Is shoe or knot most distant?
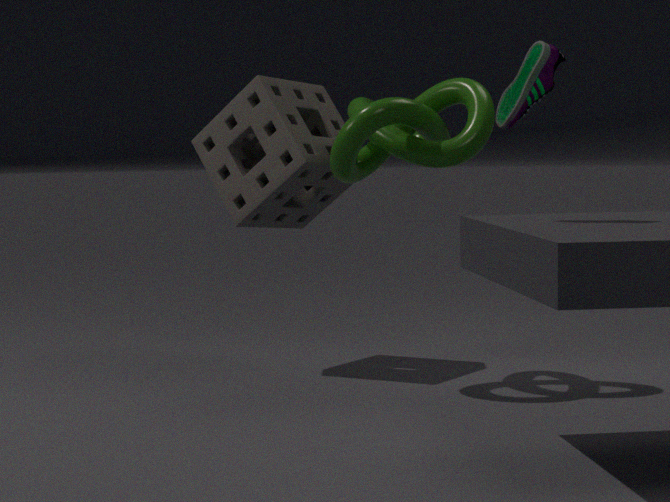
knot
